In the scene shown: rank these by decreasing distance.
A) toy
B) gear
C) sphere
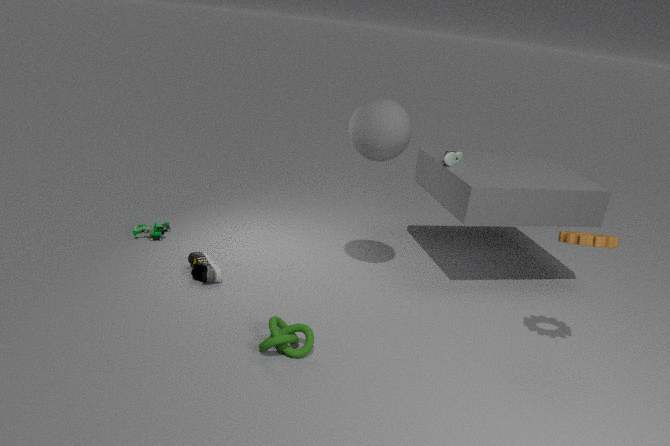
1. toy
2. sphere
3. gear
